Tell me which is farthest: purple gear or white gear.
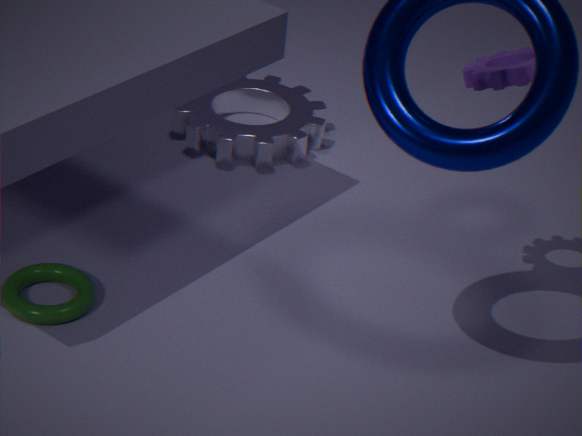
white gear
